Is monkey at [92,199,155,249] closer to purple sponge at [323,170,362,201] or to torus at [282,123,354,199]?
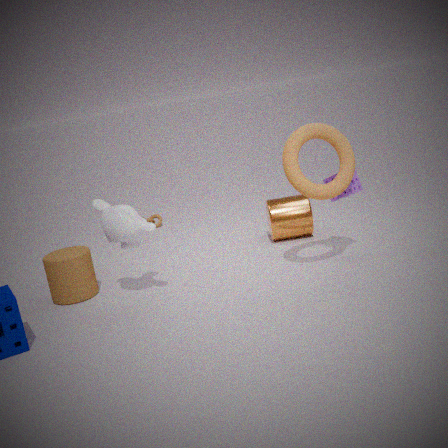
torus at [282,123,354,199]
